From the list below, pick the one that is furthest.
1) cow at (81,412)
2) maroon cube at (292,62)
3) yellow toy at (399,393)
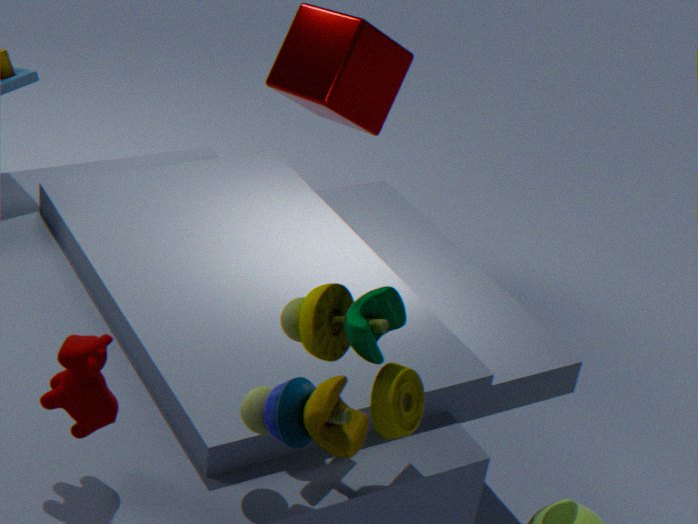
2. maroon cube at (292,62)
